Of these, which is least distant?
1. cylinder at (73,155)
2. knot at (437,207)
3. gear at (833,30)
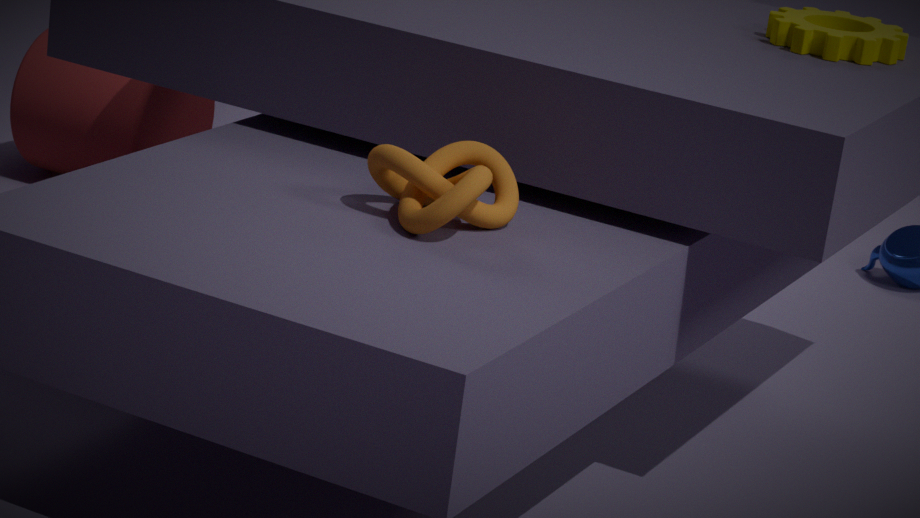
knot at (437,207)
